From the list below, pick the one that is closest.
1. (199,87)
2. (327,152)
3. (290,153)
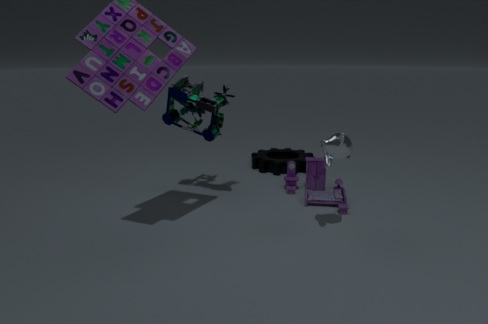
(327,152)
